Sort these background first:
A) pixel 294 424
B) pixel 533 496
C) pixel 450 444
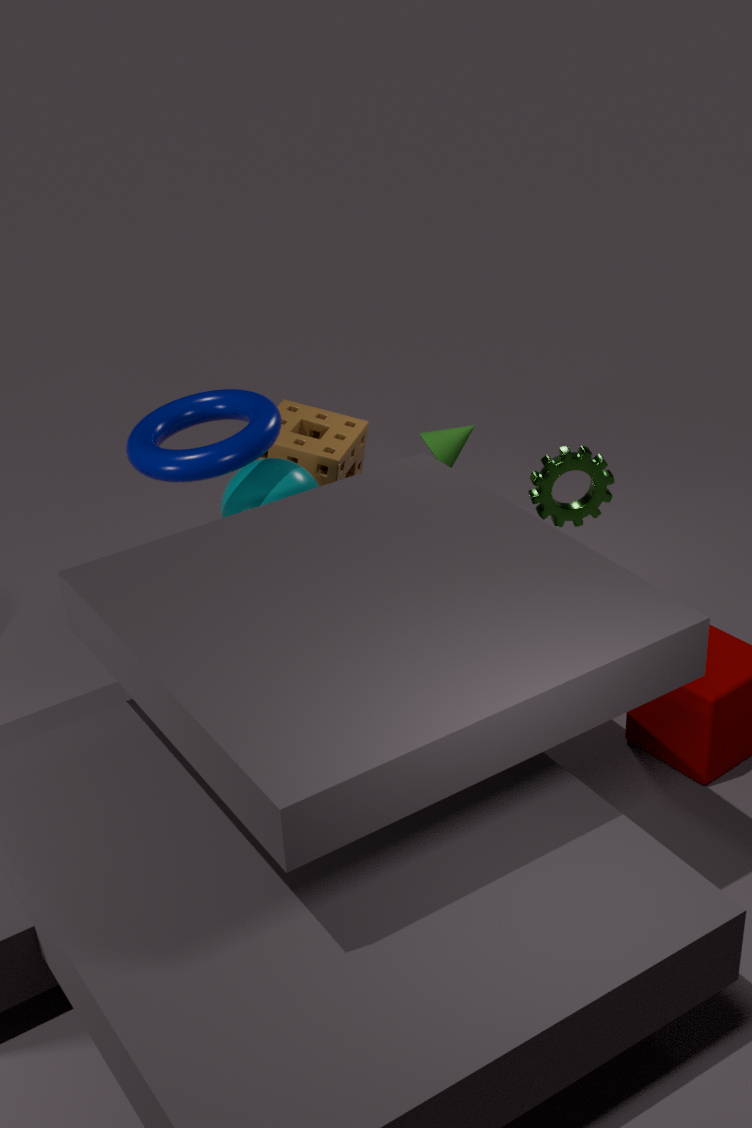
pixel 450 444, pixel 294 424, pixel 533 496
